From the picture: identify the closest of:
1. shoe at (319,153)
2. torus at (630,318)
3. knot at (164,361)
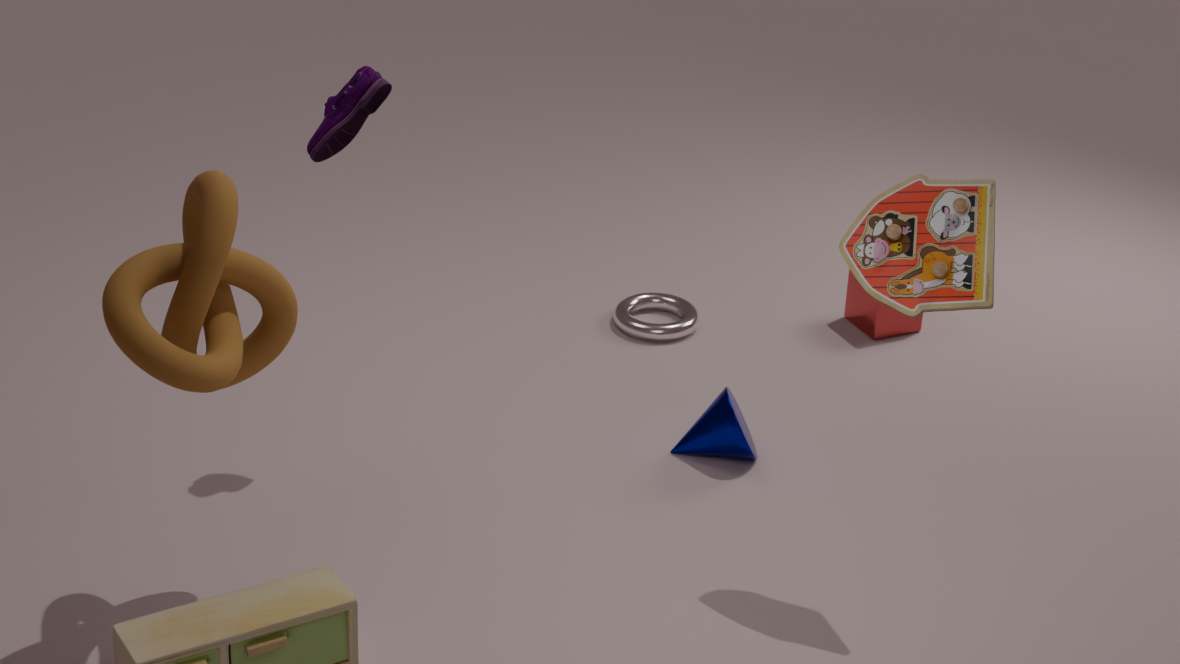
knot at (164,361)
